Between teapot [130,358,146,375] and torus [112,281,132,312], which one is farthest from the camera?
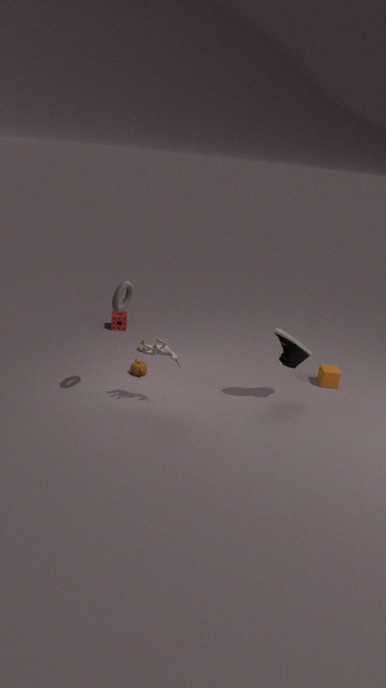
teapot [130,358,146,375]
